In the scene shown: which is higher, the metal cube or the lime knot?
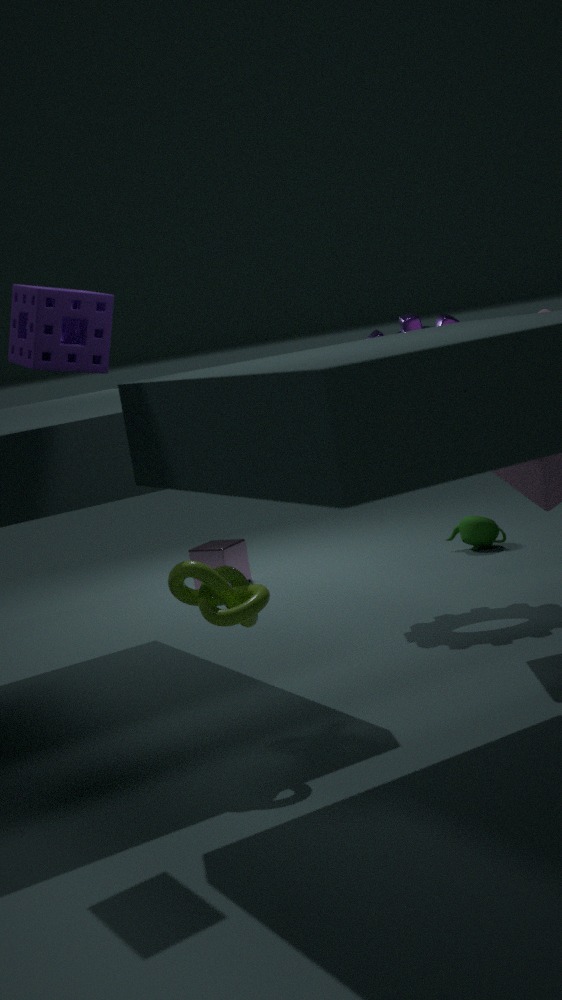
the lime knot
